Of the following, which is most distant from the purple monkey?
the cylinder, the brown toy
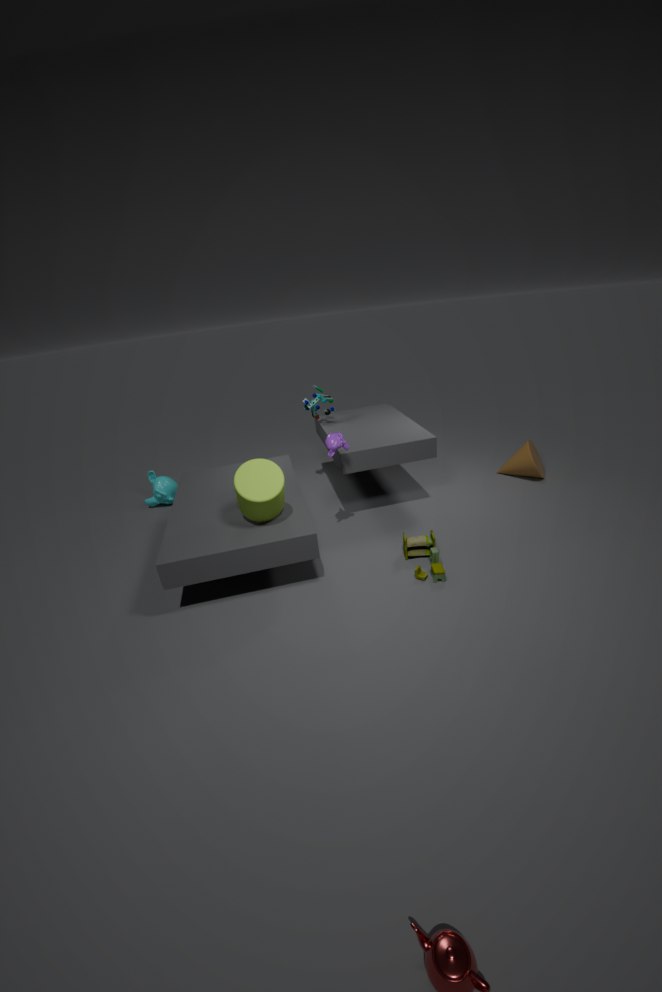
the brown toy
